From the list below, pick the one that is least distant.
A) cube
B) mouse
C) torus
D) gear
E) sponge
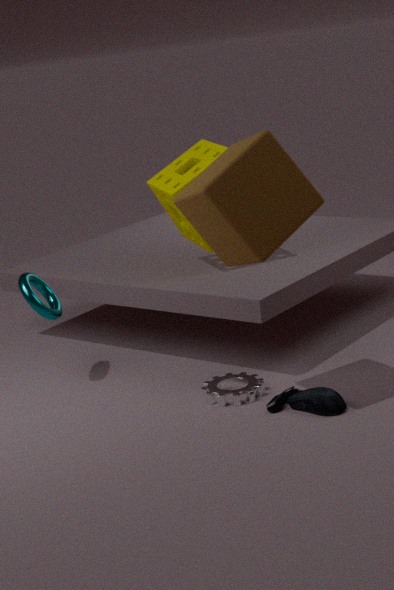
cube
